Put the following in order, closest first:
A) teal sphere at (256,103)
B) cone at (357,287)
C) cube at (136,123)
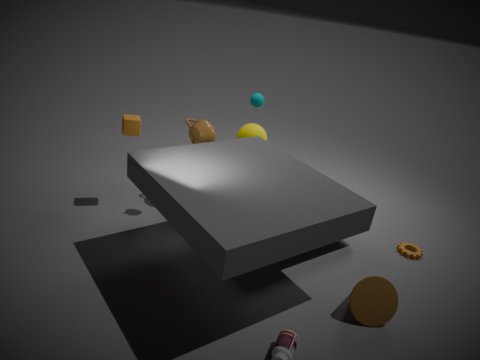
cone at (357,287)
cube at (136,123)
teal sphere at (256,103)
